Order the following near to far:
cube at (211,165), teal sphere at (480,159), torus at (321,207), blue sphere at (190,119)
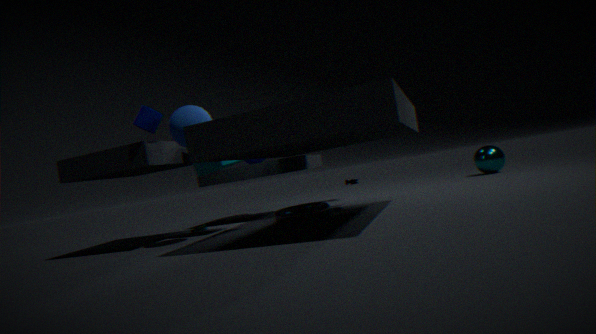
blue sphere at (190,119), torus at (321,207), cube at (211,165), teal sphere at (480,159)
